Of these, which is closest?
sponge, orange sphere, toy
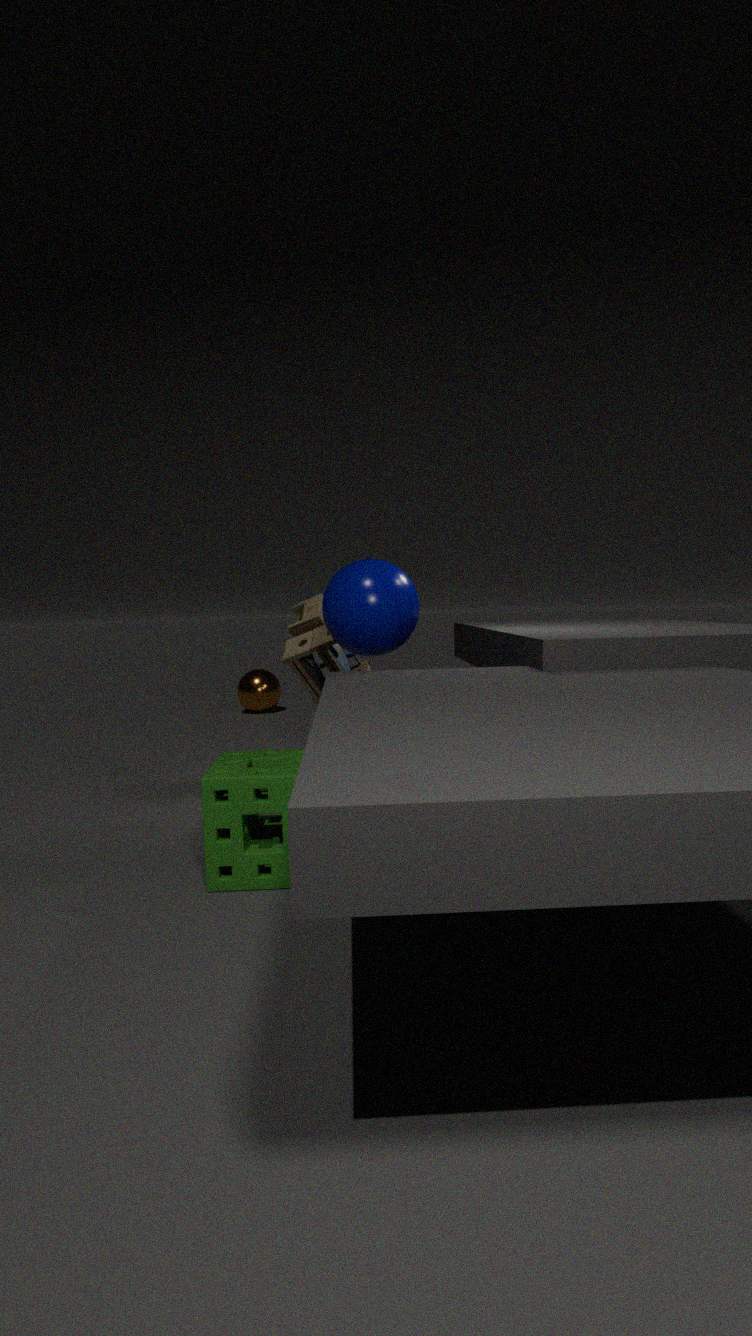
sponge
